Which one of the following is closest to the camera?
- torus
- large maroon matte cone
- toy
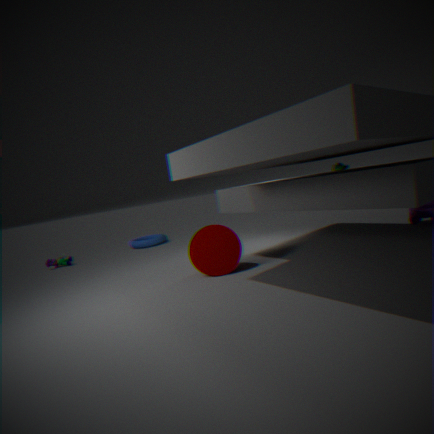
large maroon matte cone
